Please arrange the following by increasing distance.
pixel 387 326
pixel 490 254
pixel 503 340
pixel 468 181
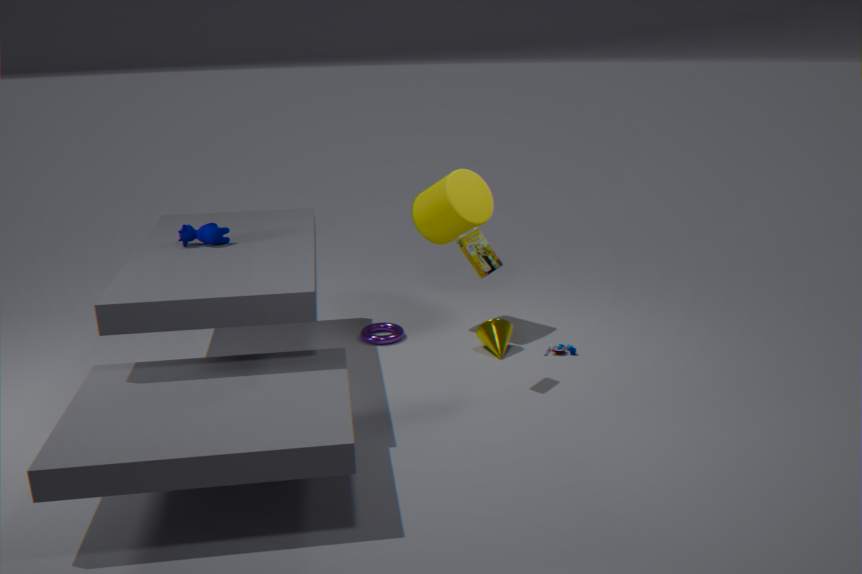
pixel 490 254 → pixel 503 340 → pixel 468 181 → pixel 387 326
